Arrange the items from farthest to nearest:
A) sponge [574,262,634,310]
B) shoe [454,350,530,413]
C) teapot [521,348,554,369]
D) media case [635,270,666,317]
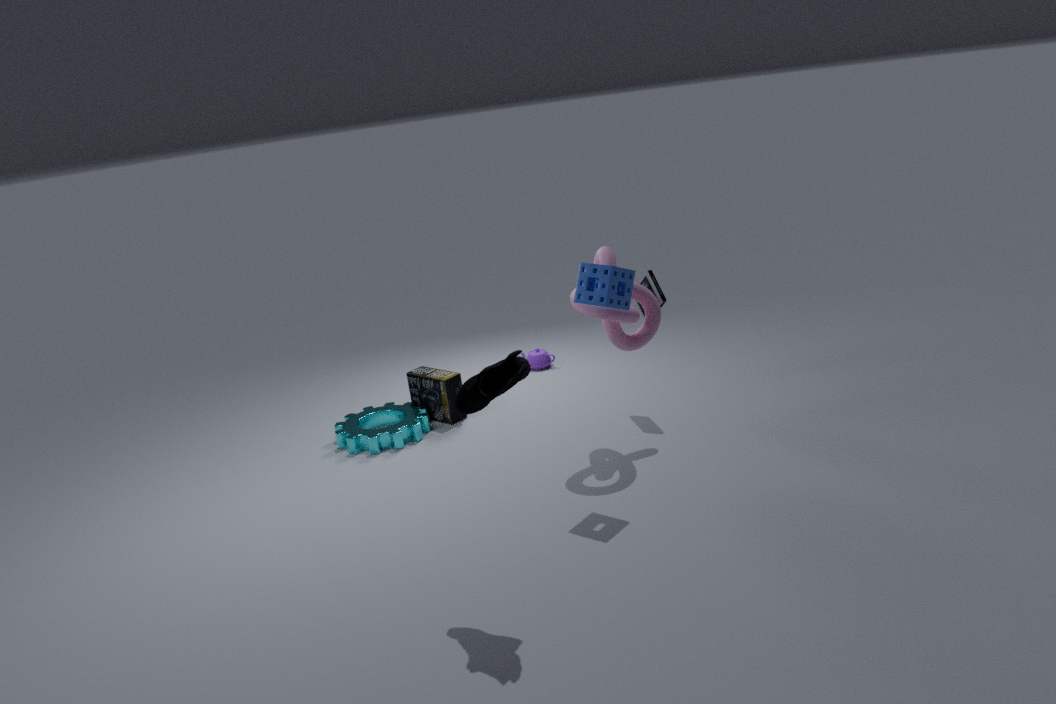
teapot [521,348,554,369], media case [635,270,666,317], sponge [574,262,634,310], shoe [454,350,530,413]
